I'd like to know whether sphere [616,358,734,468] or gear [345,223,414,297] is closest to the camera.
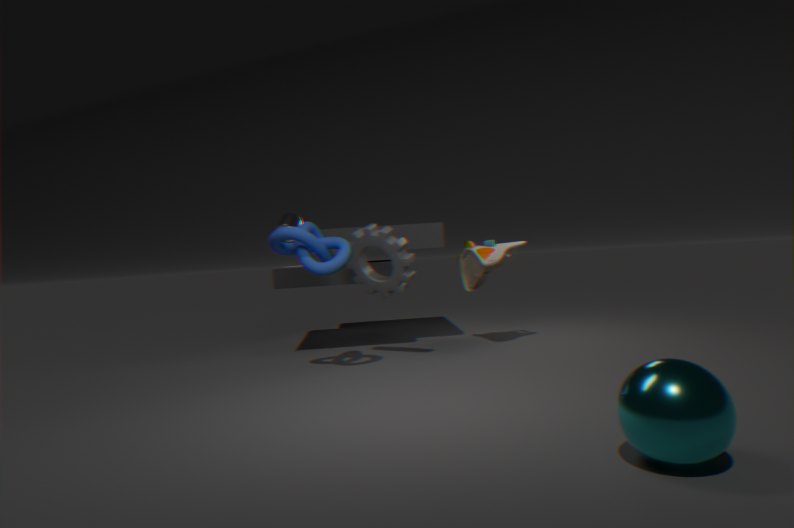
sphere [616,358,734,468]
